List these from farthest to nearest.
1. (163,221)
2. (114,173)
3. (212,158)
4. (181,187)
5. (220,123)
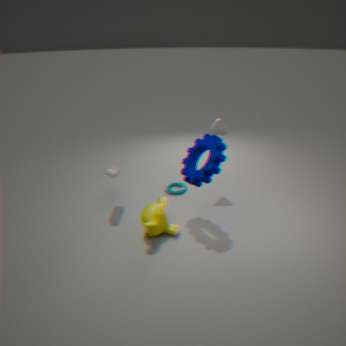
(181,187)
(220,123)
(114,173)
(163,221)
(212,158)
